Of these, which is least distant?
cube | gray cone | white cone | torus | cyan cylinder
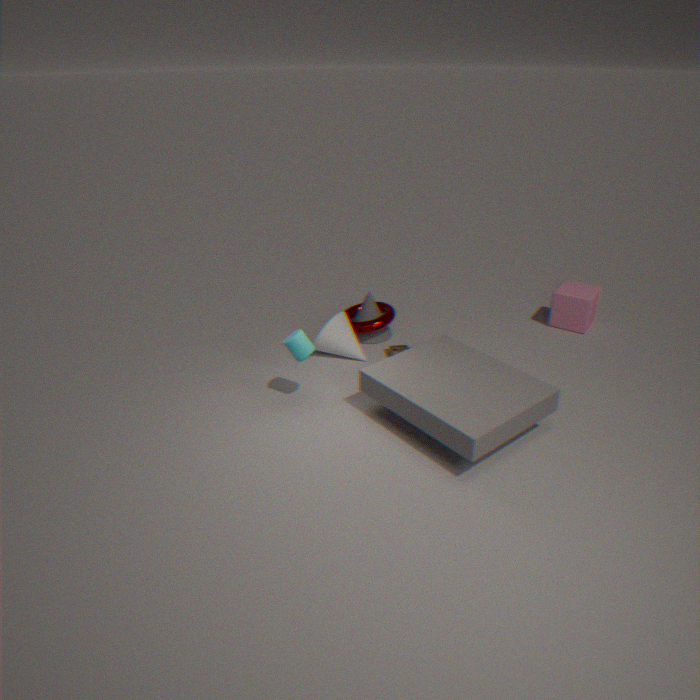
cyan cylinder
